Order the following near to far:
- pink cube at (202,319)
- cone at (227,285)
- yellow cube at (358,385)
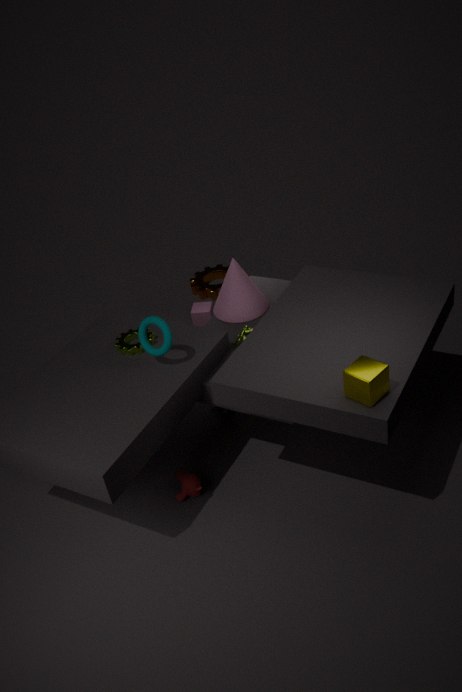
yellow cube at (358,385) → cone at (227,285) → pink cube at (202,319)
